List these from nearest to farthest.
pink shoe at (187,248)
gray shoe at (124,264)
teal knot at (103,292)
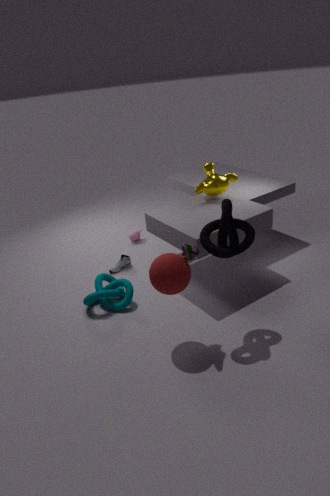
pink shoe at (187,248)
teal knot at (103,292)
gray shoe at (124,264)
